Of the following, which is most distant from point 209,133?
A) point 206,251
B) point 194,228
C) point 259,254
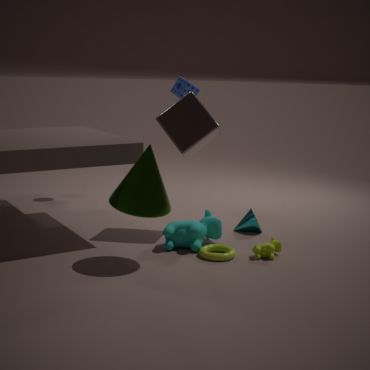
point 259,254
